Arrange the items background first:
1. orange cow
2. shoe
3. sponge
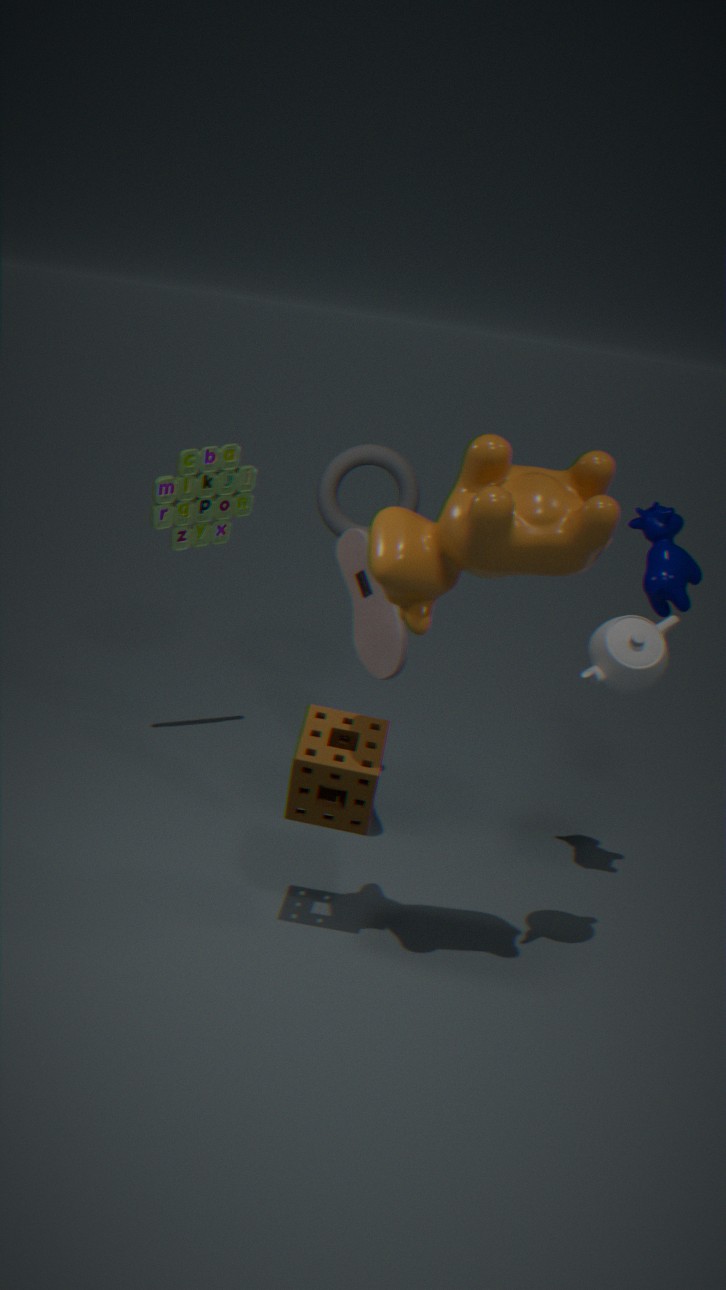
shoe
sponge
orange cow
